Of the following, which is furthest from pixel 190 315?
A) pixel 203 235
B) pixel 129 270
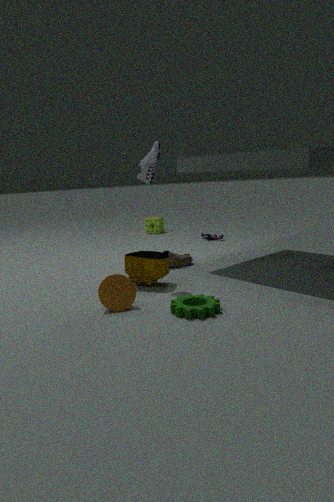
pixel 203 235
